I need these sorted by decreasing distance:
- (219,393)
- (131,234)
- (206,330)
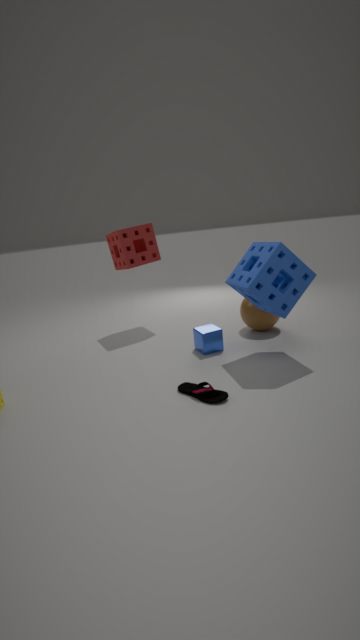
1. (131,234)
2. (206,330)
3. (219,393)
